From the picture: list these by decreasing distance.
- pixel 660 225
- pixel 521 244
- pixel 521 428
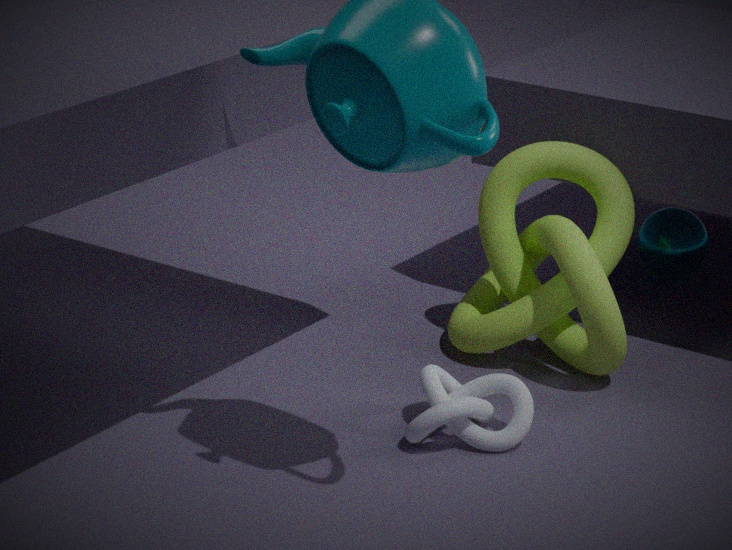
pixel 660 225, pixel 521 244, pixel 521 428
